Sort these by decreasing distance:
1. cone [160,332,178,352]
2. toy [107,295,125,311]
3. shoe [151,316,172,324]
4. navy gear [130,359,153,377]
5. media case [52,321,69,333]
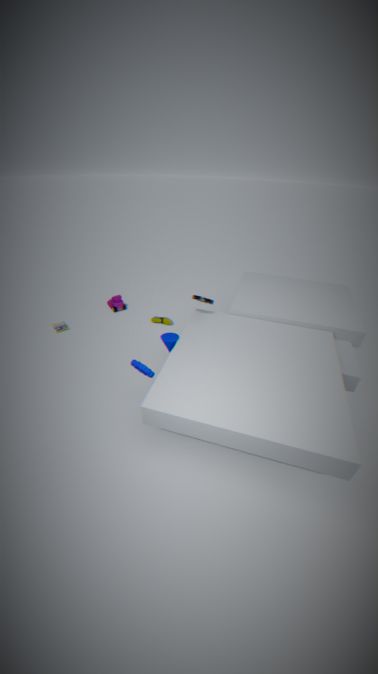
toy [107,295,125,311]
shoe [151,316,172,324]
media case [52,321,69,333]
cone [160,332,178,352]
navy gear [130,359,153,377]
